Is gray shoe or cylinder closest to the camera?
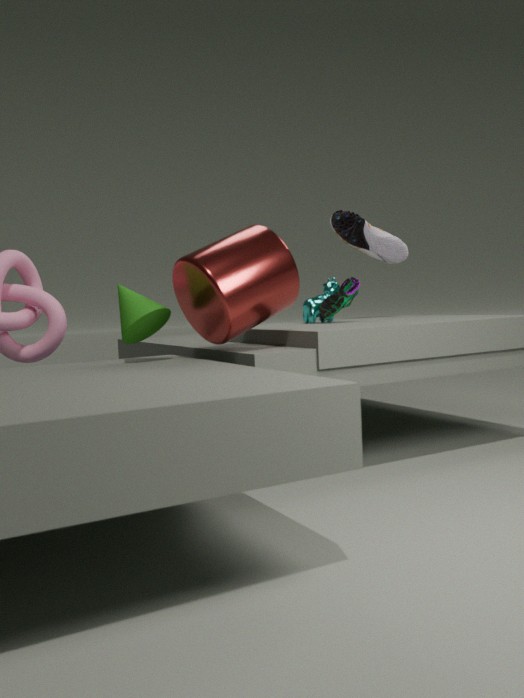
cylinder
